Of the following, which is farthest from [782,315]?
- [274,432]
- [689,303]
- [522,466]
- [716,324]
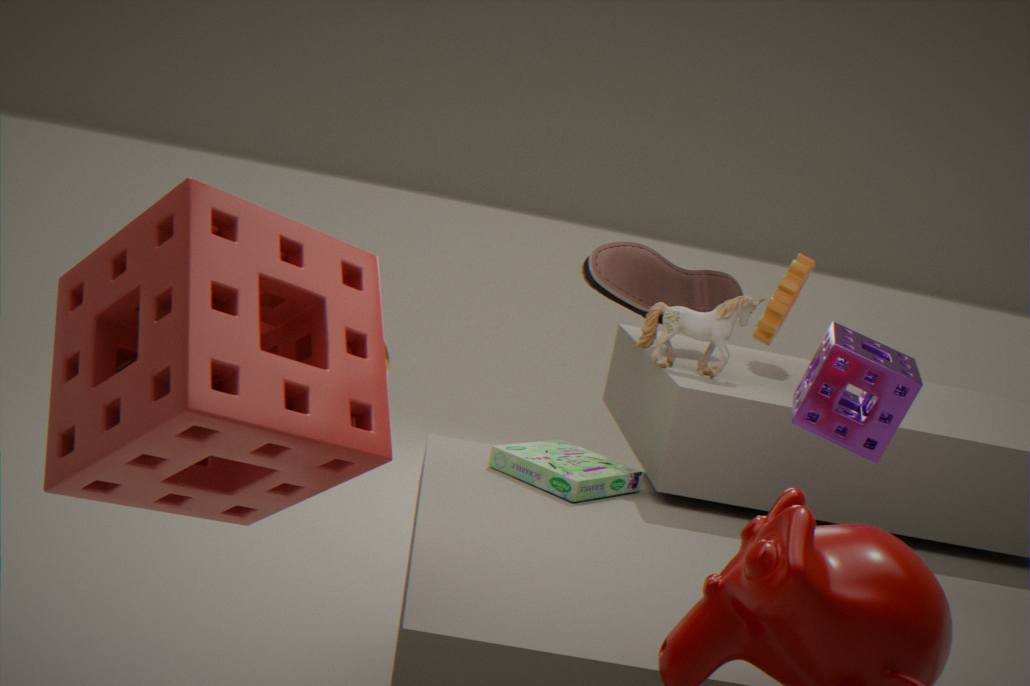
[274,432]
